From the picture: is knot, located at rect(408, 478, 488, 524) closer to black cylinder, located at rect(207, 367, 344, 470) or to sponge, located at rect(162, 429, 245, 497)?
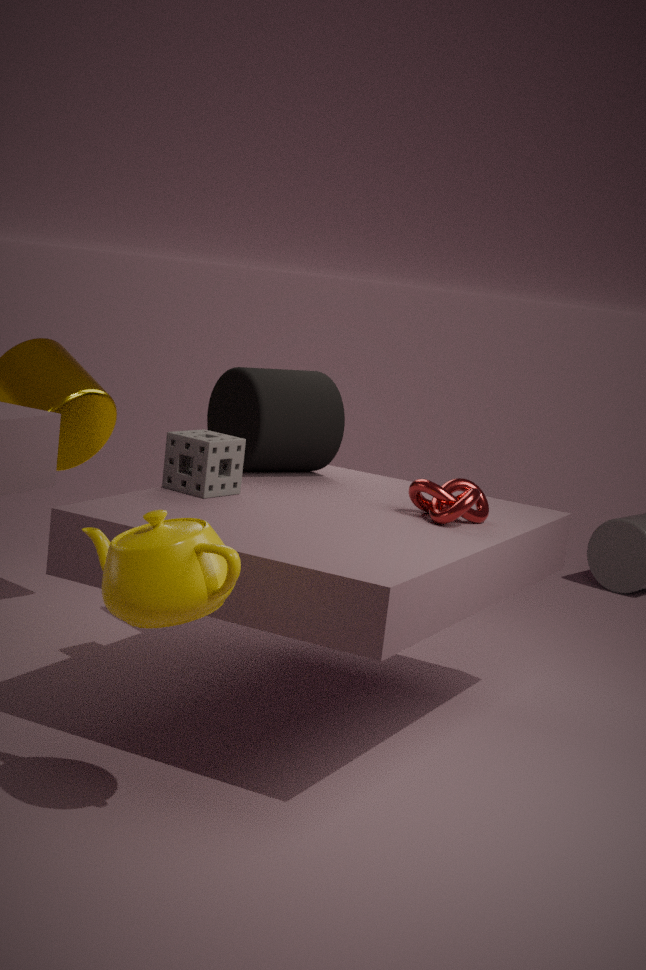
black cylinder, located at rect(207, 367, 344, 470)
